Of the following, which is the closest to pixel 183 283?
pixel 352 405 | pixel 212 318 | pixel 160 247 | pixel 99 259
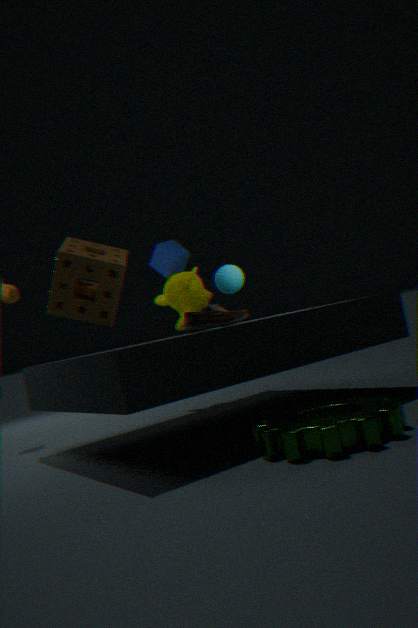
pixel 160 247
